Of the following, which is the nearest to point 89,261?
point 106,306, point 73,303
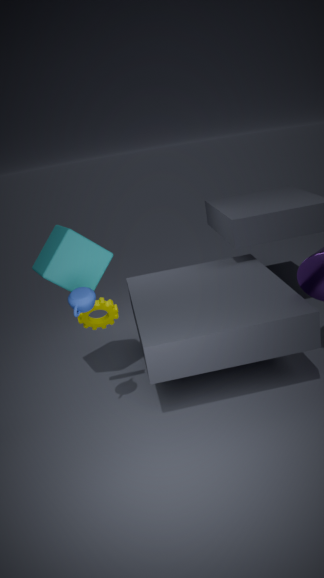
point 106,306
